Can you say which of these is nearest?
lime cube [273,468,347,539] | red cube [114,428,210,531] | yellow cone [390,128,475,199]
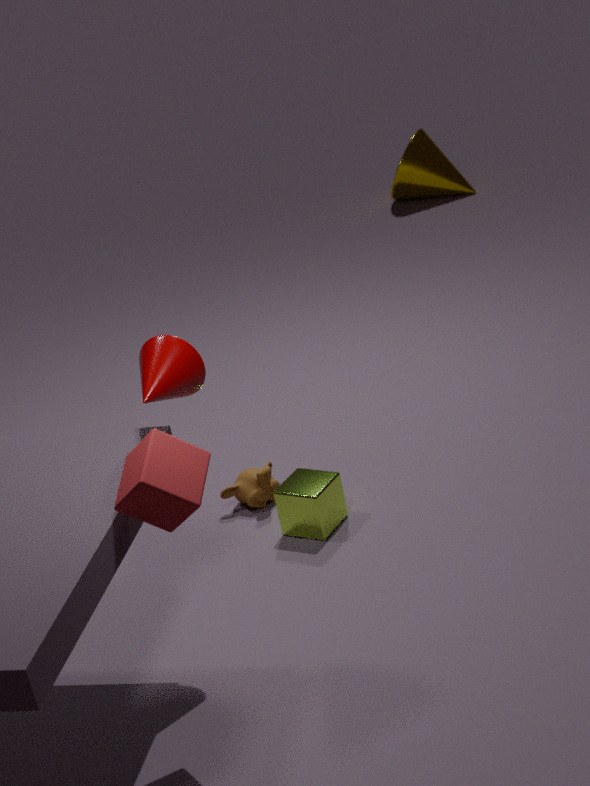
red cube [114,428,210,531]
